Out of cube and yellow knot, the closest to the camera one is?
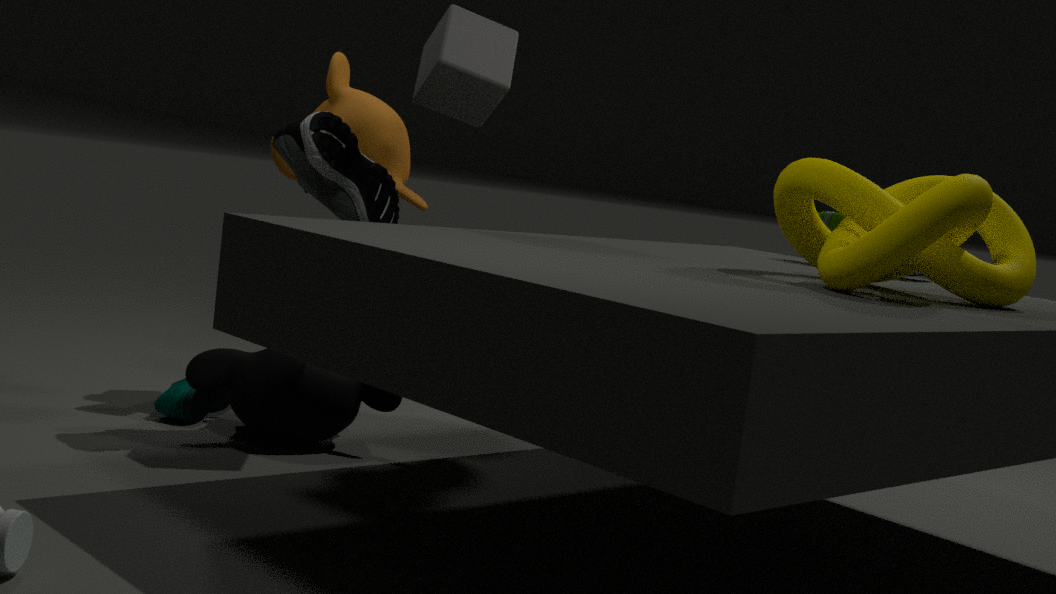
yellow knot
